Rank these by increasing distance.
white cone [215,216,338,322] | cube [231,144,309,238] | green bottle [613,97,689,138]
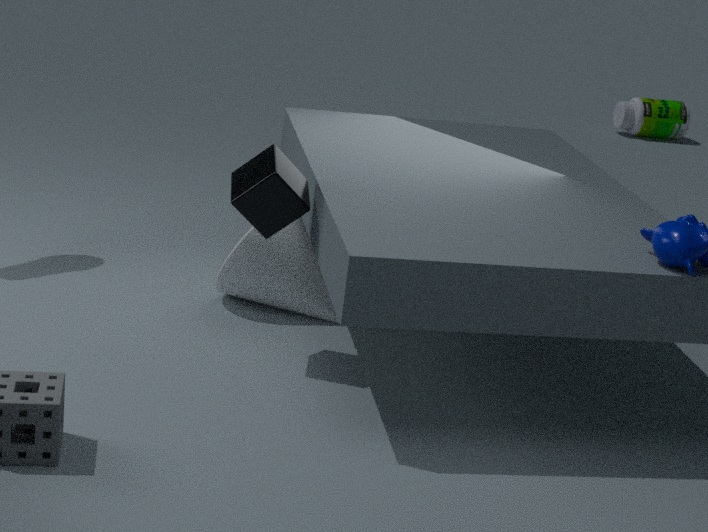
cube [231,144,309,238], white cone [215,216,338,322], green bottle [613,97,689,138]
